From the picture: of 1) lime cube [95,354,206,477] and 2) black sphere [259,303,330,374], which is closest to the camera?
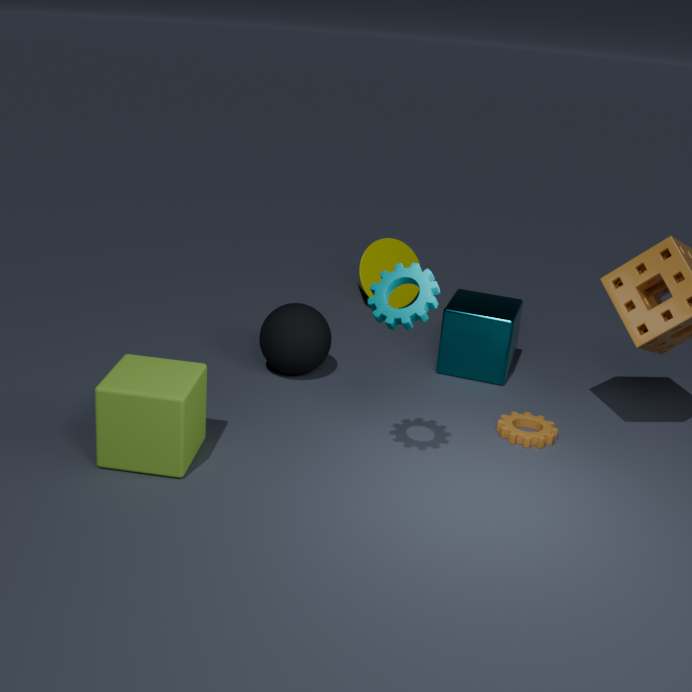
1. lime cube [95,354,206,477]
